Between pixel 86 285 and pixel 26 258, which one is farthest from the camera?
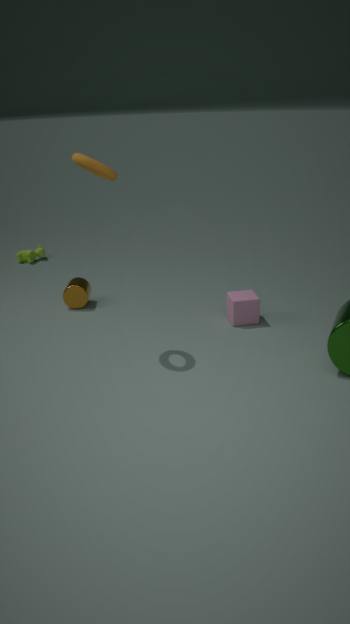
pixel 26 258
